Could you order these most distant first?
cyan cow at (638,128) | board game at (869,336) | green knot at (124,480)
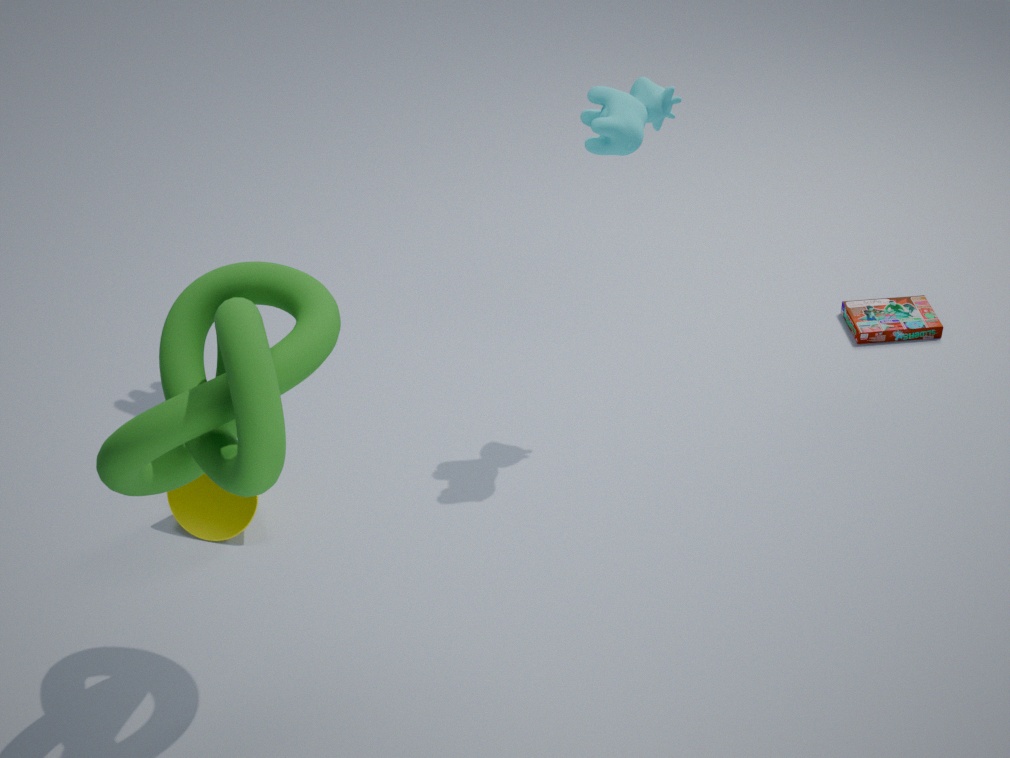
board game at (869,336) → cyan cow at (638,128) → green knot at (124,480)
